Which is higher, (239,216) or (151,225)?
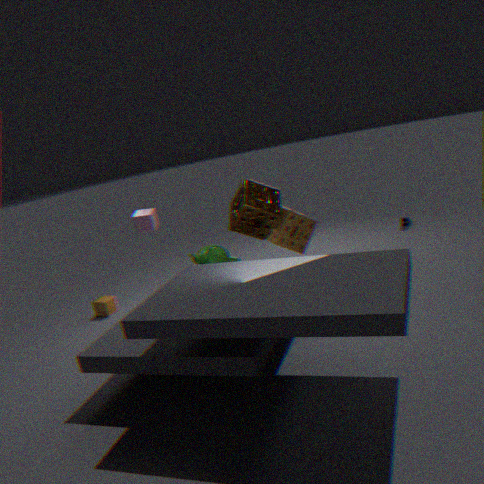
(151,225)
